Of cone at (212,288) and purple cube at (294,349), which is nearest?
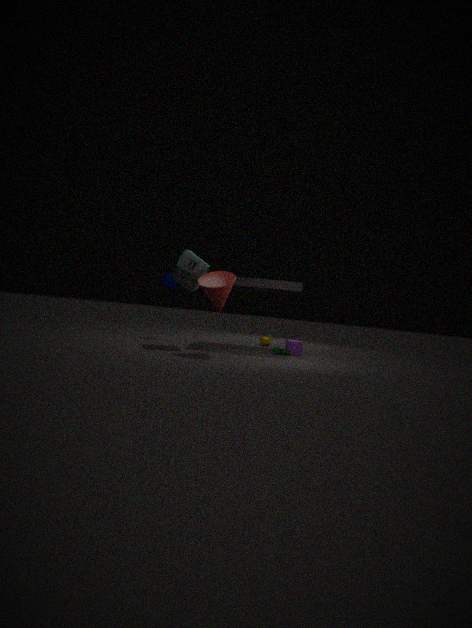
cone at (212,288)
